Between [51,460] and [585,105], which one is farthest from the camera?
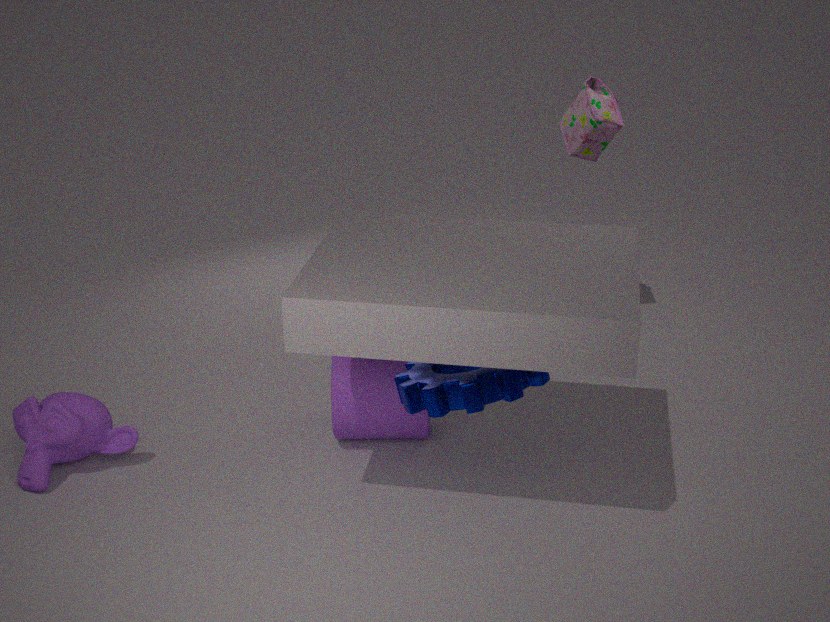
[585,105]
